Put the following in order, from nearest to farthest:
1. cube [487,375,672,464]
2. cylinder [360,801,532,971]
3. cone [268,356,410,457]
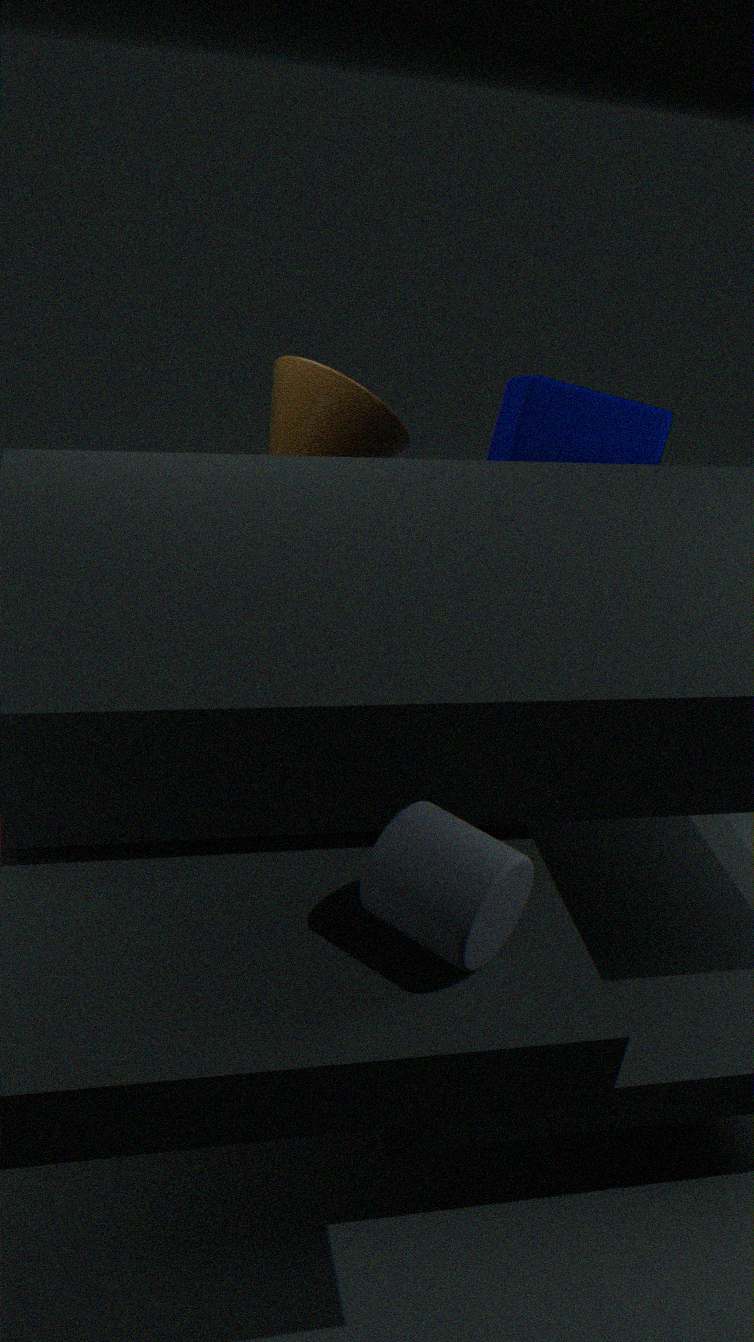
cylinder [360,801,532,971]
cube [487,375,672,464]
cone [268,356,410,457]
